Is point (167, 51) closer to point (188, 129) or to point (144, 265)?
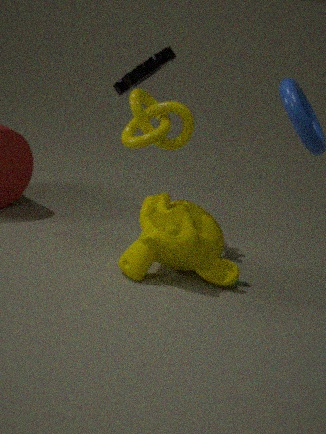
point (188, 129)
